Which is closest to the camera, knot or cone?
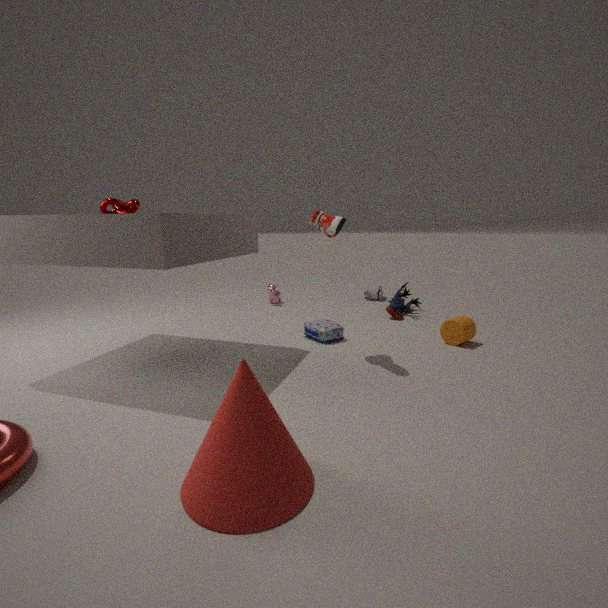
cone
